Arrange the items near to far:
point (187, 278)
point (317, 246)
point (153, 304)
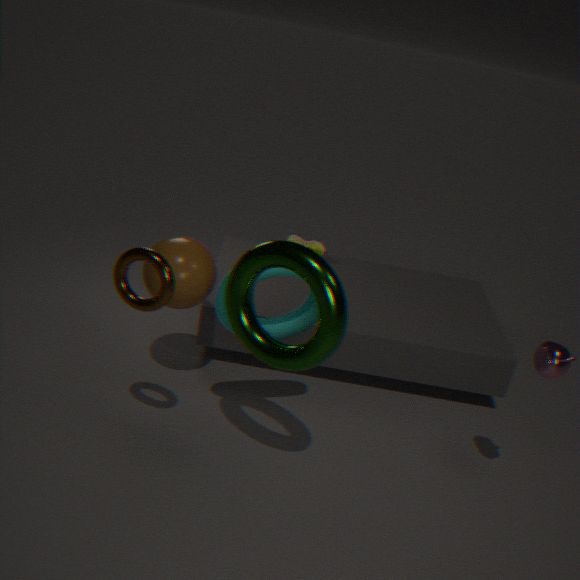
point (153, 304), point (187, 278), point (317, 246)
